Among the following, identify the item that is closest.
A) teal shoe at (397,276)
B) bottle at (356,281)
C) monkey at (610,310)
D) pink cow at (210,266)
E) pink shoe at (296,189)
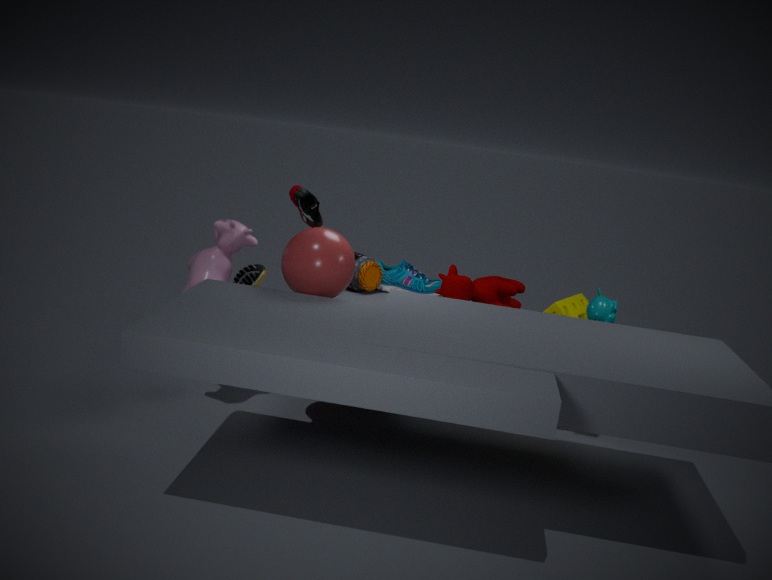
pink cow at (210,266)
